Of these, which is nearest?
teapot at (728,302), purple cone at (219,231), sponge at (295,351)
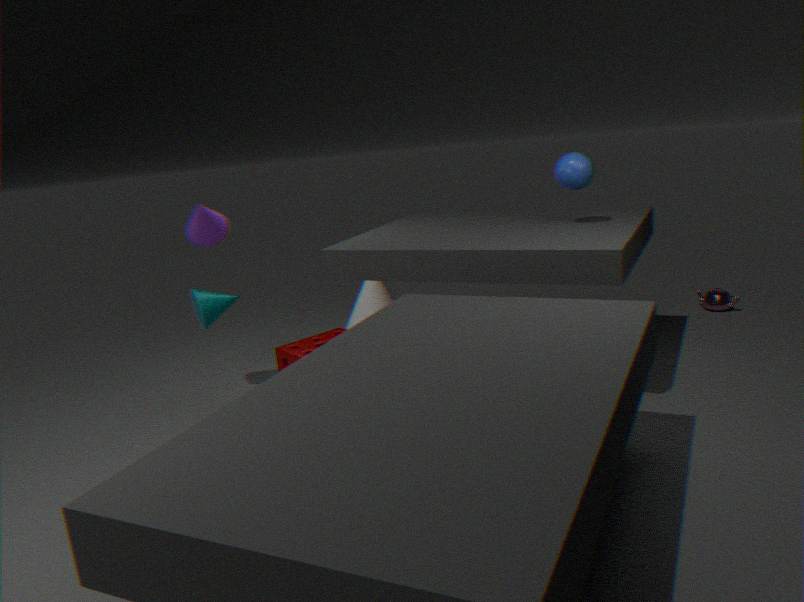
sponge at (295,351)
